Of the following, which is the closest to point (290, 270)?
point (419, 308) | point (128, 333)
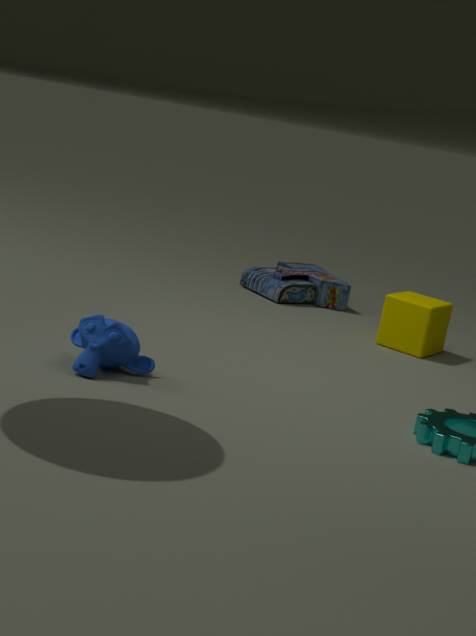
point (419, 308)
